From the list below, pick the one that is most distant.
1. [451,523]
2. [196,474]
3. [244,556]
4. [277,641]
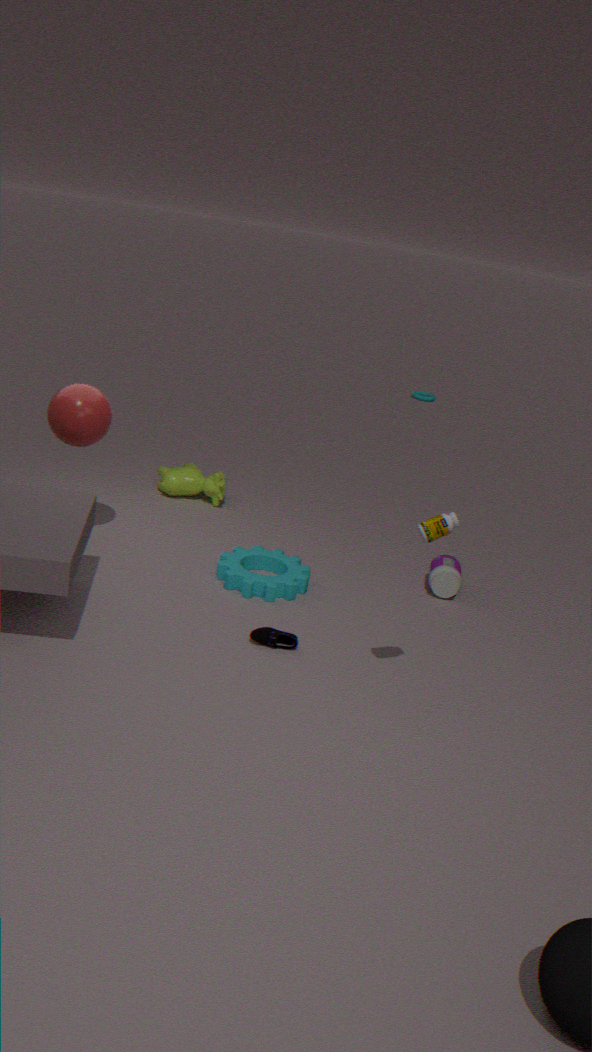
[196,474]
